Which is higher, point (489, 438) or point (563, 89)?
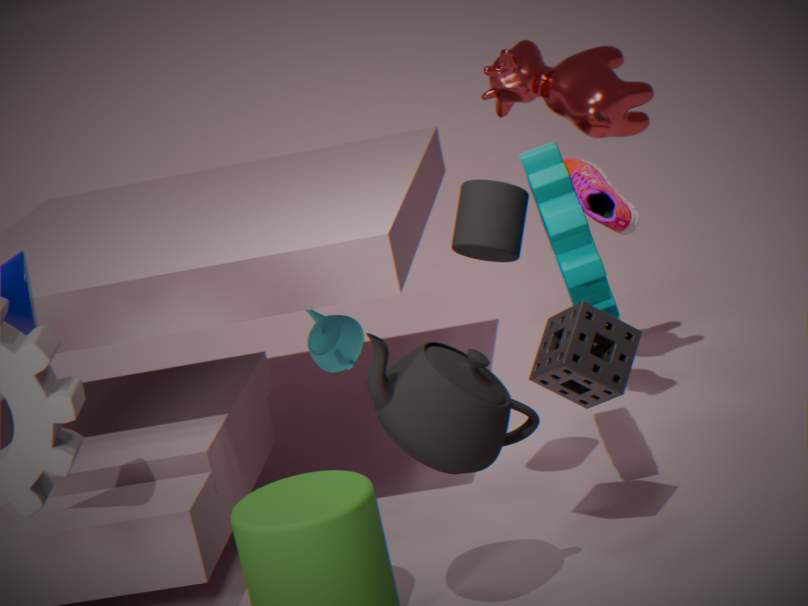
point (563, 89)
